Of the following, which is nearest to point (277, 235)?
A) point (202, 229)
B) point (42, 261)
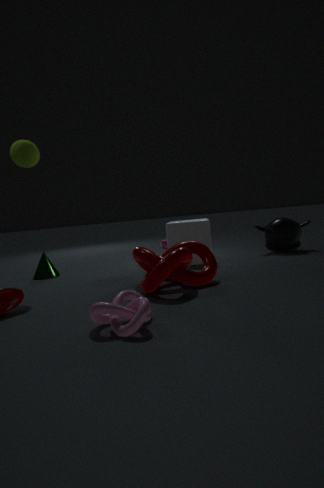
point (202, 229)
